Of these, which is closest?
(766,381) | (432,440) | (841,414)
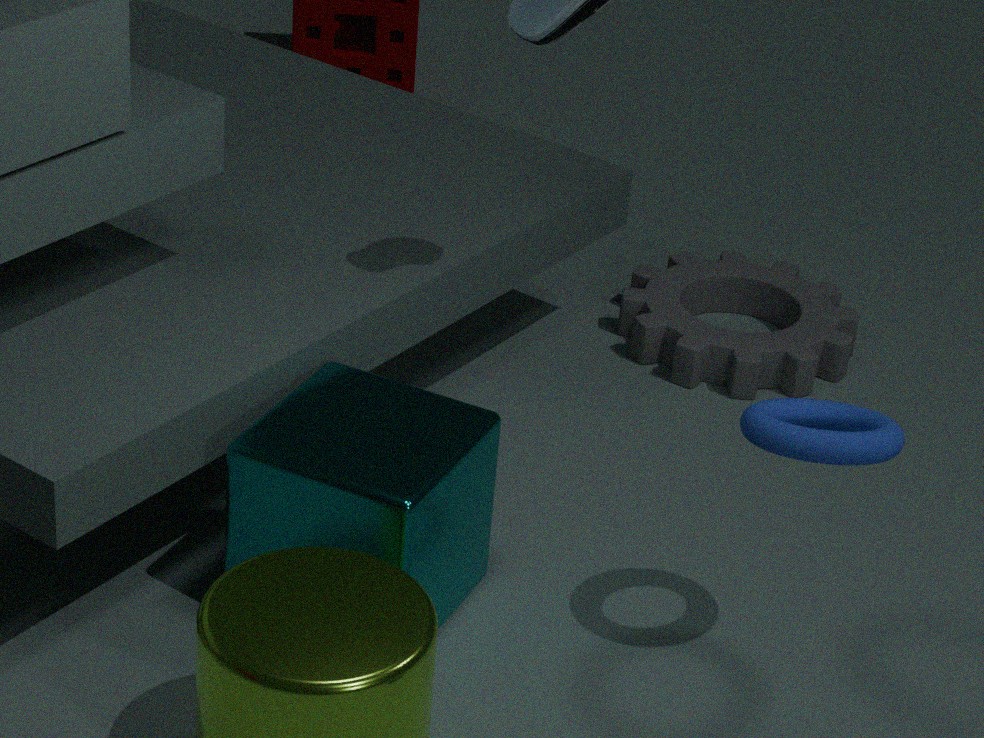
(841,414)
